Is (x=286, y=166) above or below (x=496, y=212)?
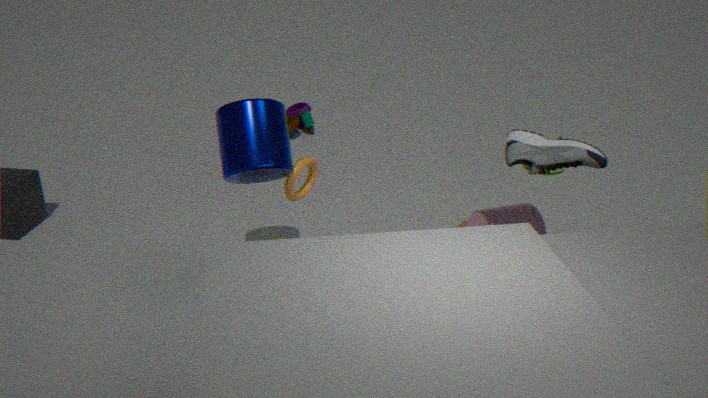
above
